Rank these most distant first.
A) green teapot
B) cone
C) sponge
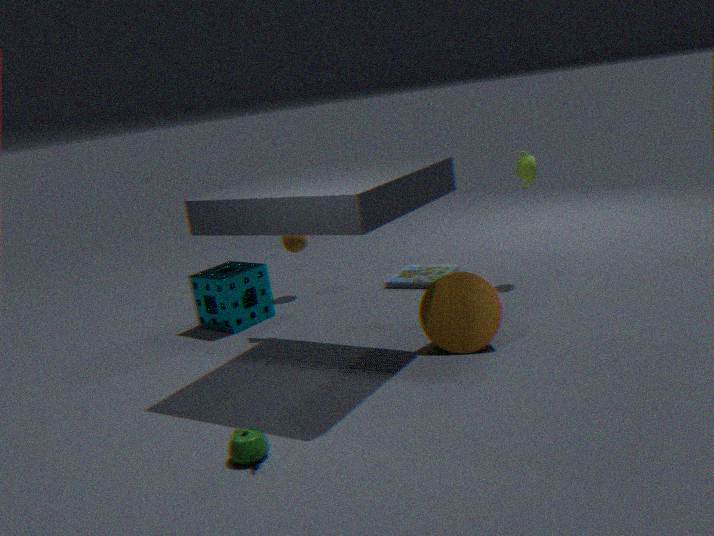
sponge
cone
green teapot
